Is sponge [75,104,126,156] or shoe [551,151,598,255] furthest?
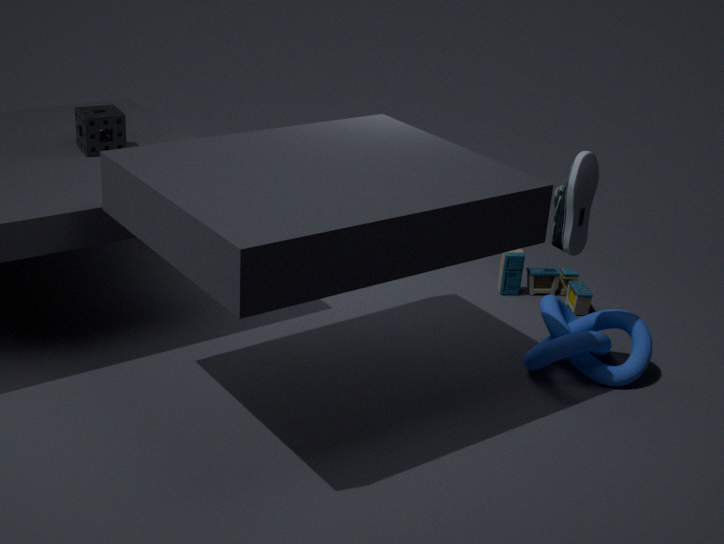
sponge [75,104,126,156]
